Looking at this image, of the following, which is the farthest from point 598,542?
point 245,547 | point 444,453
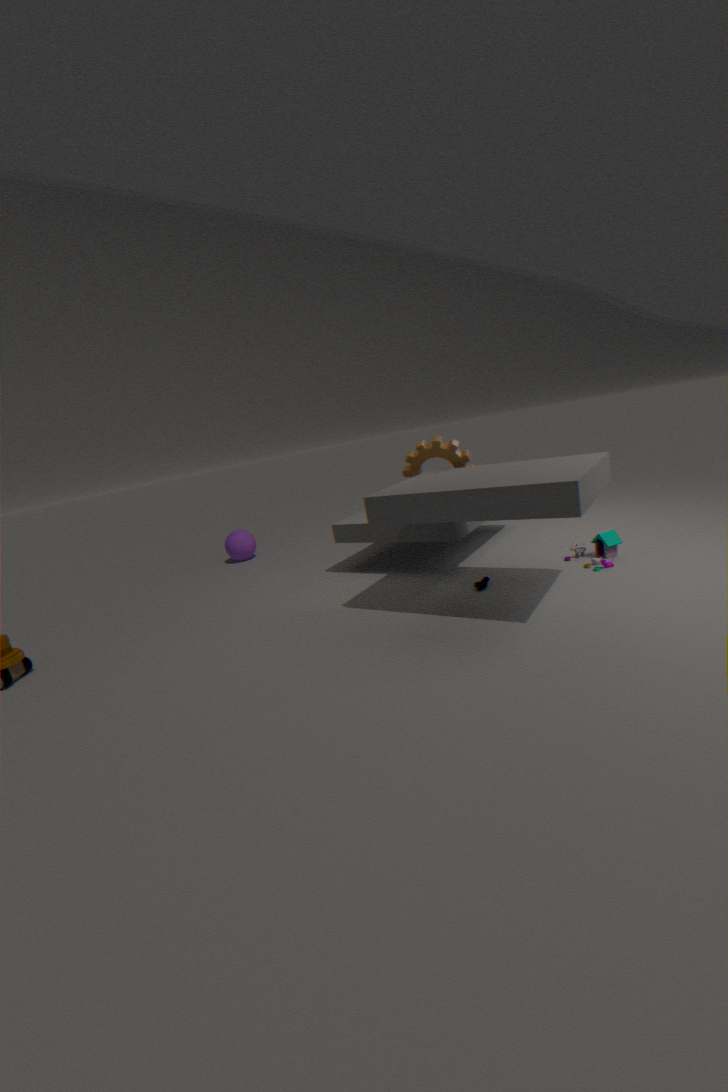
point 245,547
